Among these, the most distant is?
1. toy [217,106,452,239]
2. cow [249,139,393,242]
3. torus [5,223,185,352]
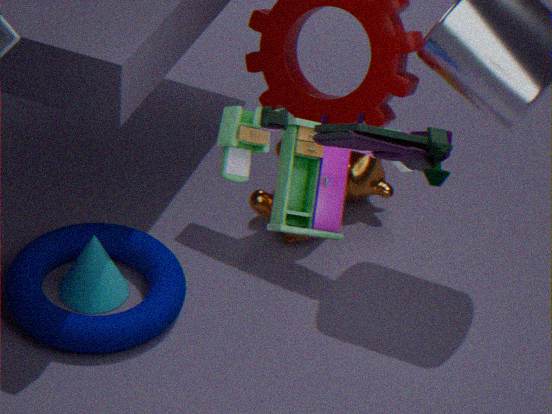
cow [249,139,393,242]
